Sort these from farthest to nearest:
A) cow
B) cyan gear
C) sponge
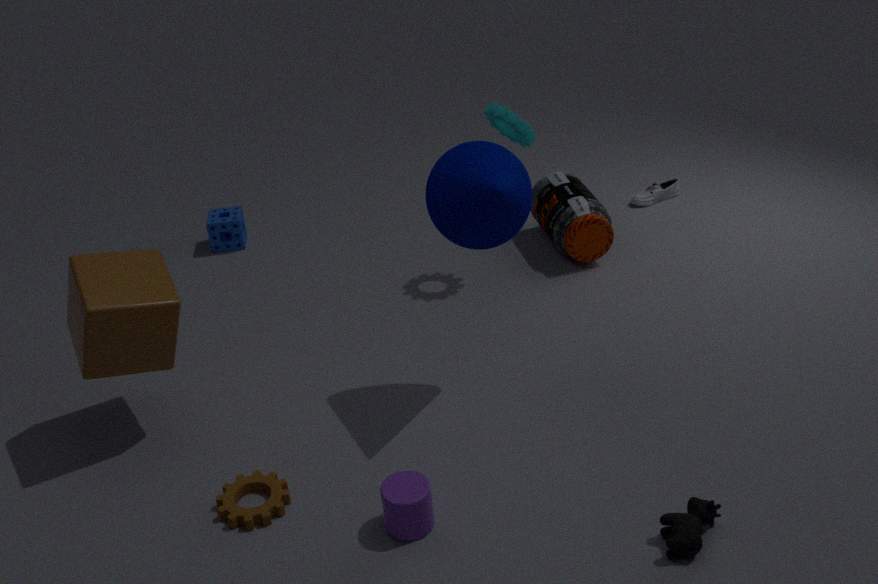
sponge, cyan gear, cow
